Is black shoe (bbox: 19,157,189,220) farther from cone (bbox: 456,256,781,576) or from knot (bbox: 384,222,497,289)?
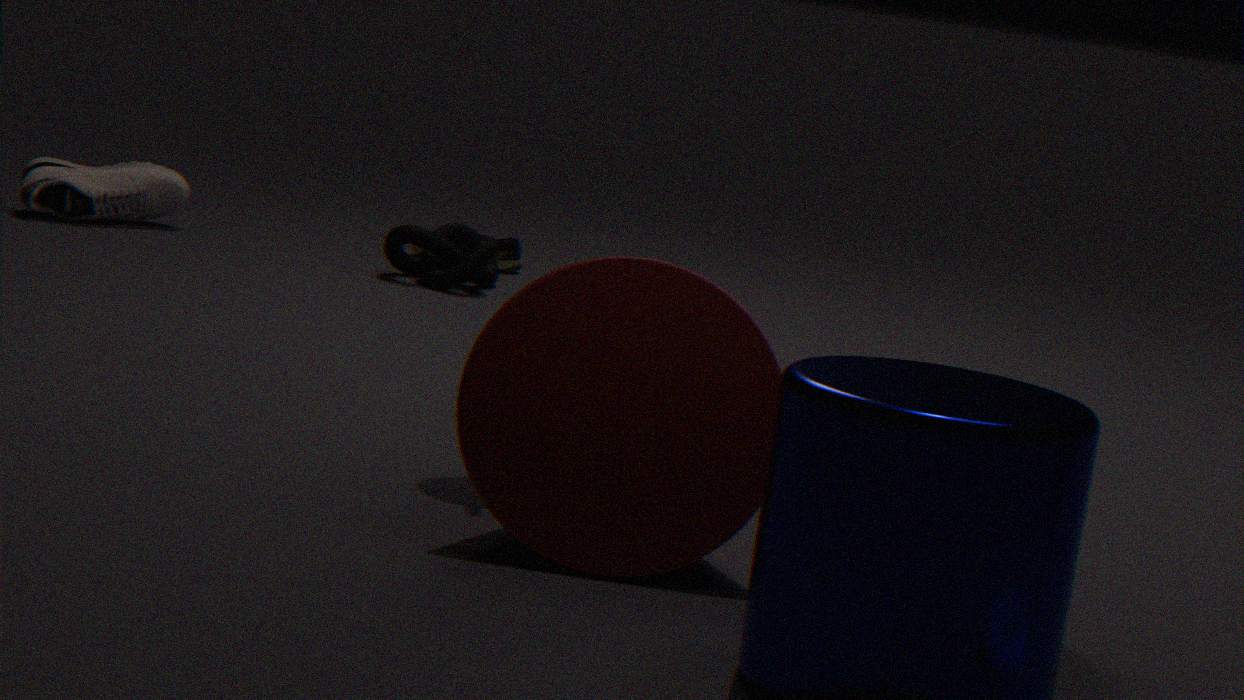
cone (bbox: 456,256,781,576)
